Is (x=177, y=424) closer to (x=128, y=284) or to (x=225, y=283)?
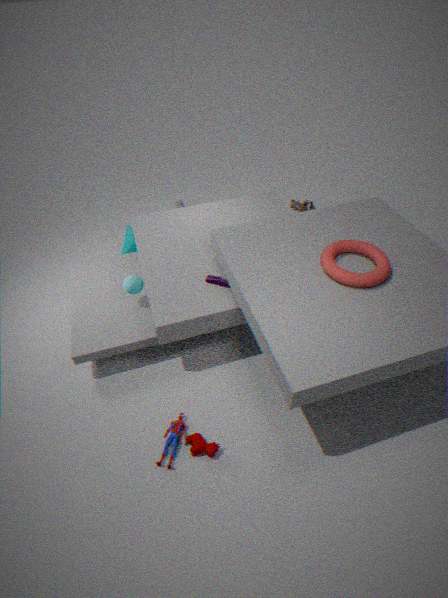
(x=225, y=283)
